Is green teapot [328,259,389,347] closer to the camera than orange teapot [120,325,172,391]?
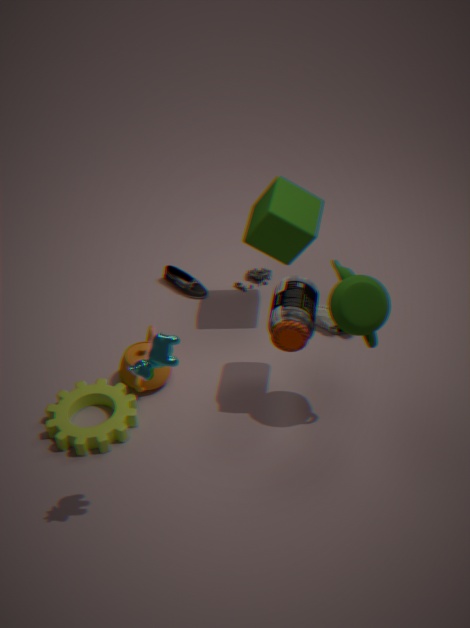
Yes
